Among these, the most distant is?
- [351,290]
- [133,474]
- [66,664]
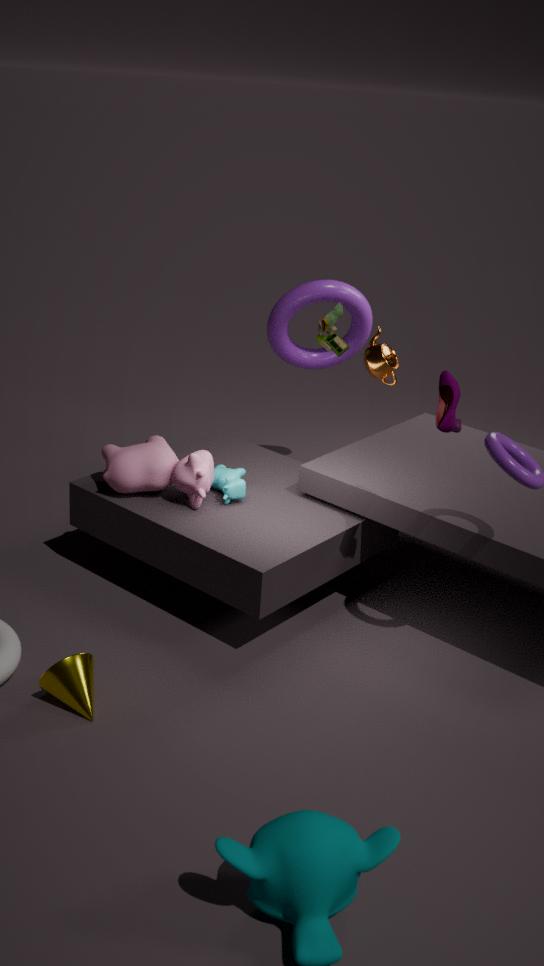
[351,290]
